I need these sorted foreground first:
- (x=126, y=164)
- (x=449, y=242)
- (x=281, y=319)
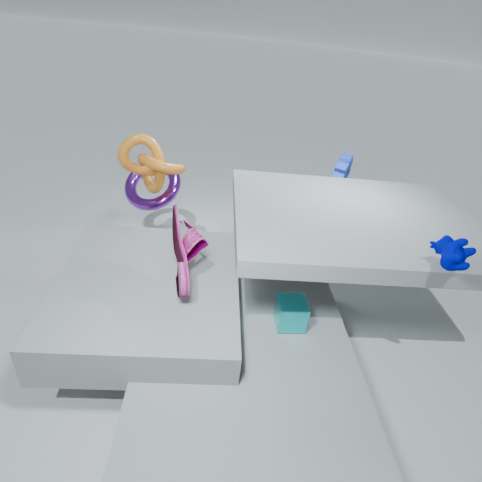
1. (x=449, y=242)
2. (x=281, y=319)
3. (x=126, y=164)
